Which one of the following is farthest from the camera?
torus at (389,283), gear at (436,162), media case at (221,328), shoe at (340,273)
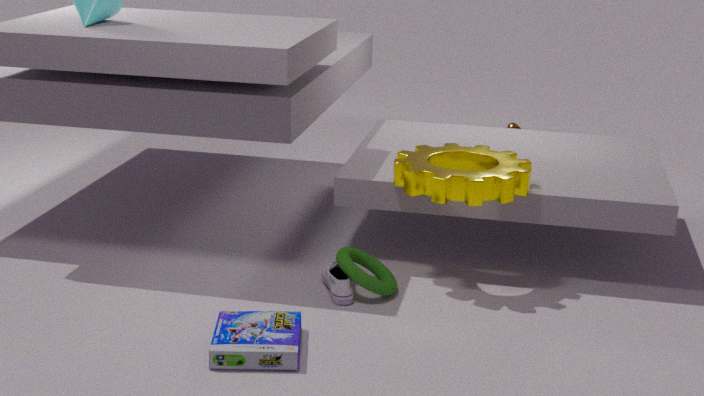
torus at (389,283)
